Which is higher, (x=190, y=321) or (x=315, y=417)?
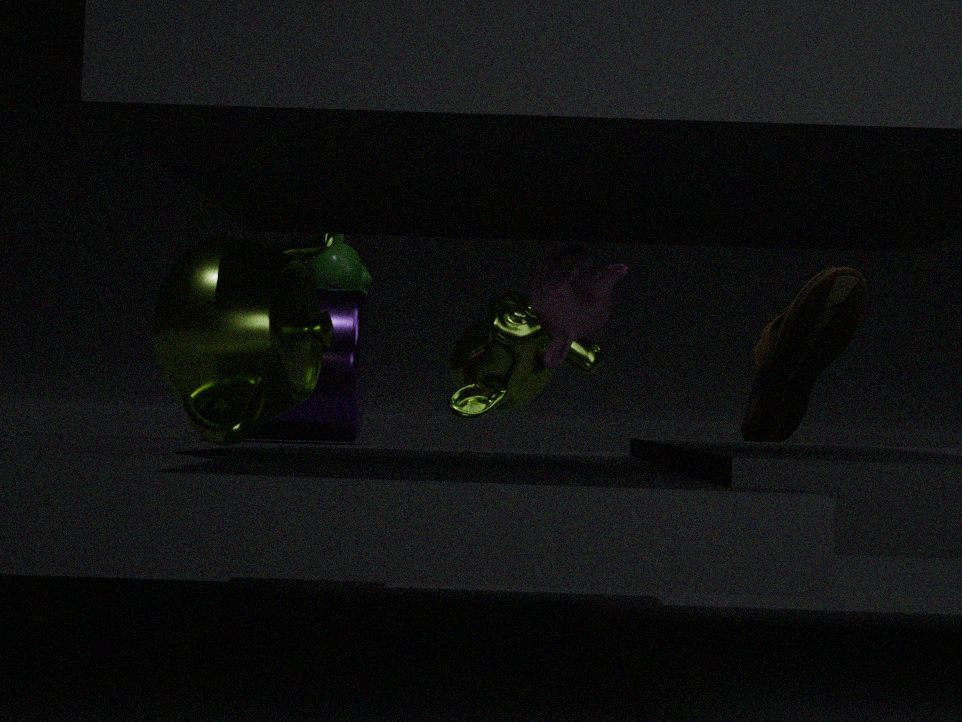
(x=190, y=321)
